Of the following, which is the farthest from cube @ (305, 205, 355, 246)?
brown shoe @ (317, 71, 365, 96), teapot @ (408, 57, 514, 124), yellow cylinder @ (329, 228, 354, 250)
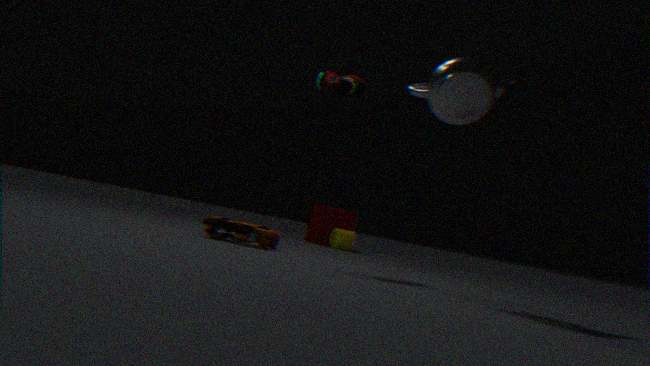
teapot @ (408, 57, 514, 124)
